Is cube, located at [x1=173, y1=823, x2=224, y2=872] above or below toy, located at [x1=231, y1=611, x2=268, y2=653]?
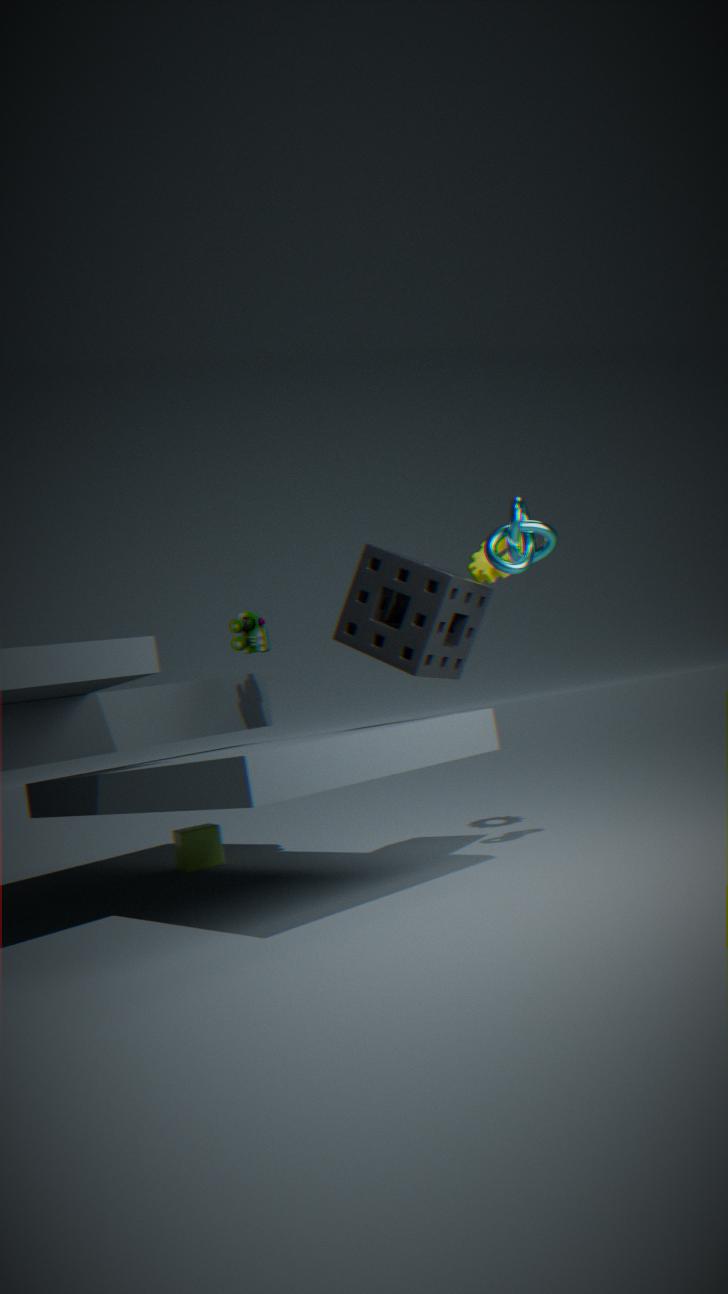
below
